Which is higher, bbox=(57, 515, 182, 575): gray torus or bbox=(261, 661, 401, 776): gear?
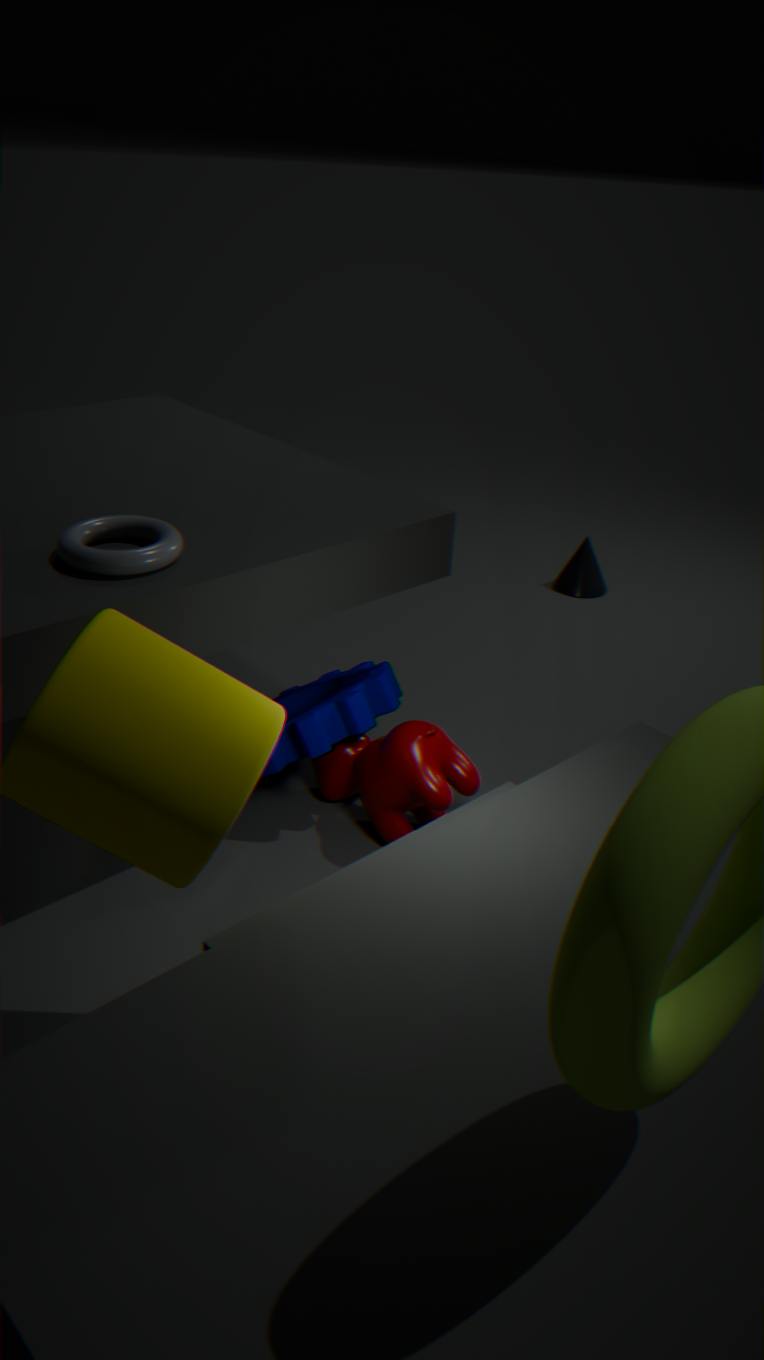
bbox=(57, 515, 182, 575): gray torus
